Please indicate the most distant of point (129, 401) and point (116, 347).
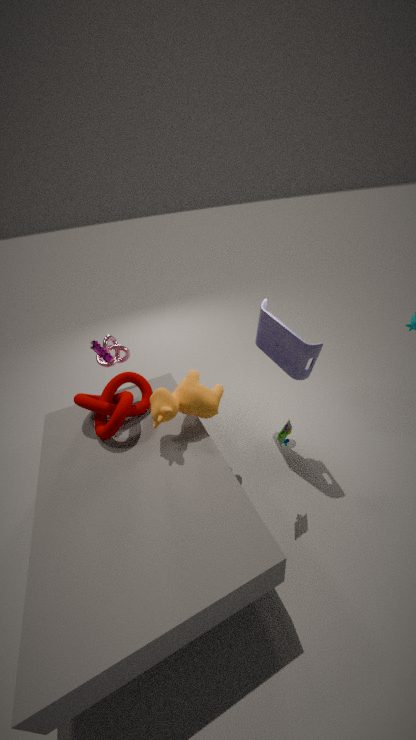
point (116, 347)
